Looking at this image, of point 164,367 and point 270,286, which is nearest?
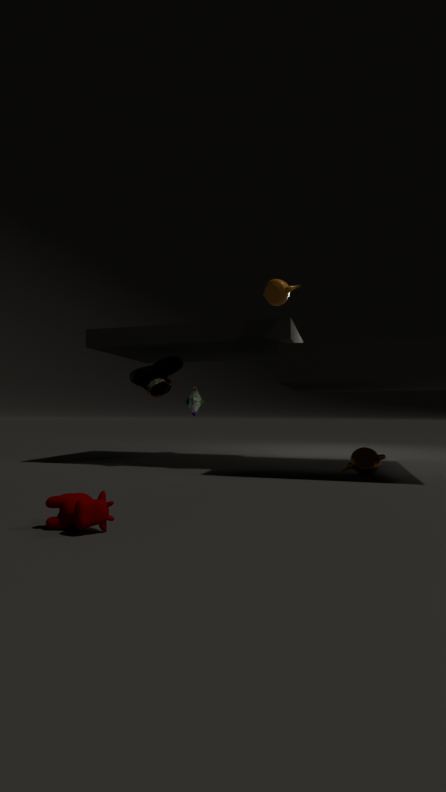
point 270,286
